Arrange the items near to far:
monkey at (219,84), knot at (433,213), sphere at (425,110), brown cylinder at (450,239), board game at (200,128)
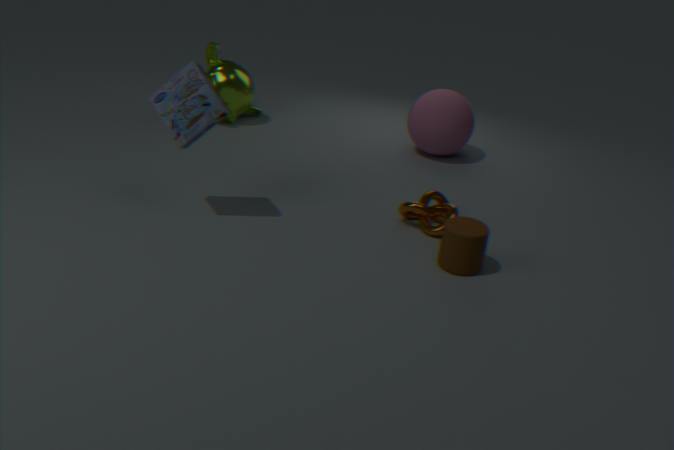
brown cylinder at (450,239) < board game at (200,128) < knot at (433,213) < sphere at (425,110) < monkey at (219,84)
